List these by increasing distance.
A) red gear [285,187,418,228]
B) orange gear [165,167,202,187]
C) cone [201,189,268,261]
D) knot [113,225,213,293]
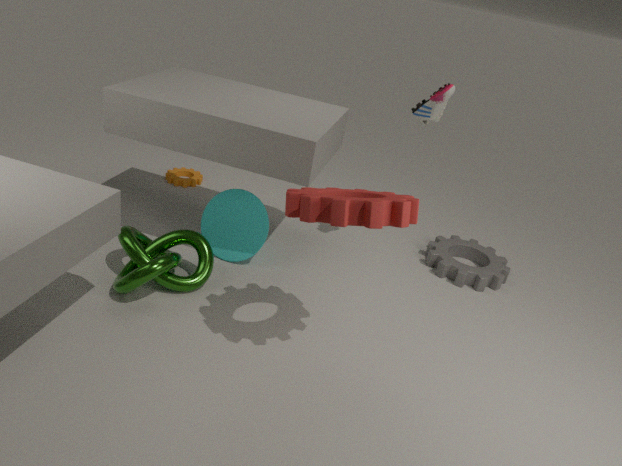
red gear [285,187,418,228], knot [113,225,213,293], cone [201,189,268,261], orange gear [165,167,202,187]
